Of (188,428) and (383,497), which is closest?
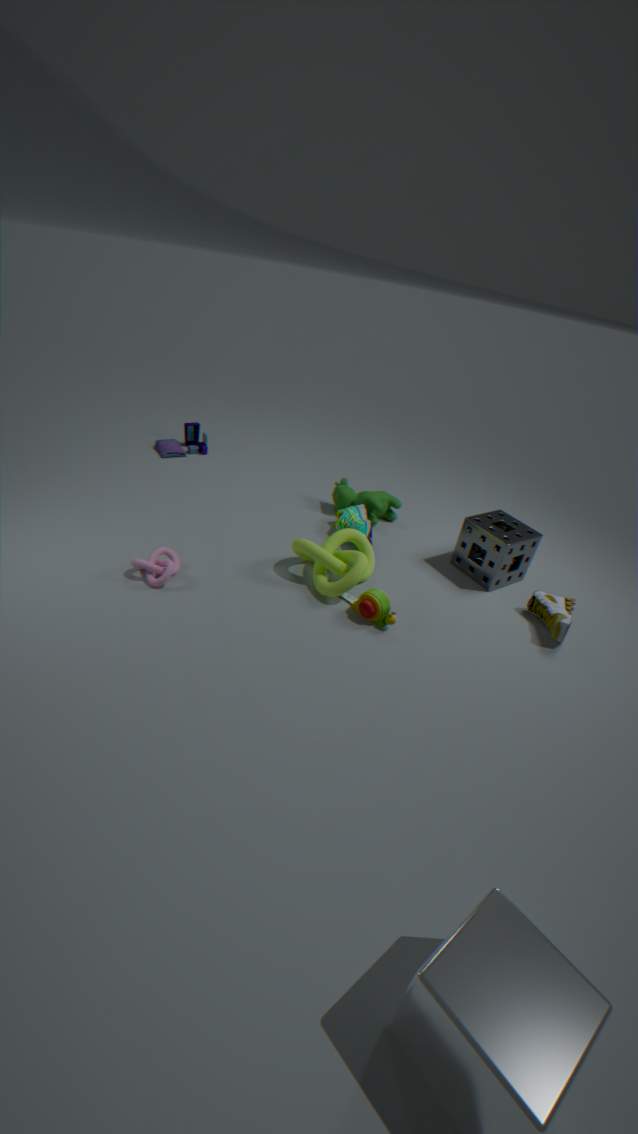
(383,497)
